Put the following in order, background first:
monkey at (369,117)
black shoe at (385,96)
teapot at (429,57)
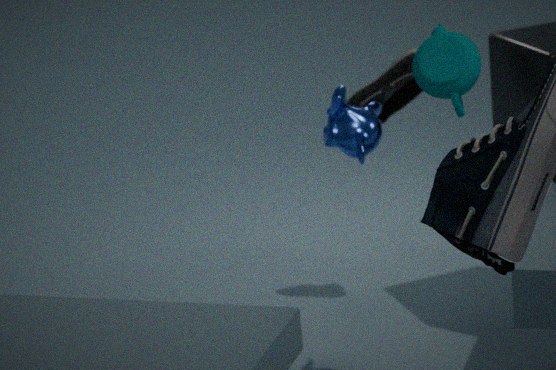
black shoe at (385,96) < monkey at (369,117) < teapot at (429,57)
